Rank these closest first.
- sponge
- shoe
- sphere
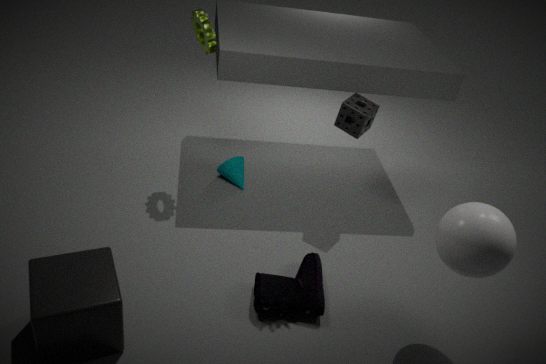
1. sphere
2. shoe
3. sponge
